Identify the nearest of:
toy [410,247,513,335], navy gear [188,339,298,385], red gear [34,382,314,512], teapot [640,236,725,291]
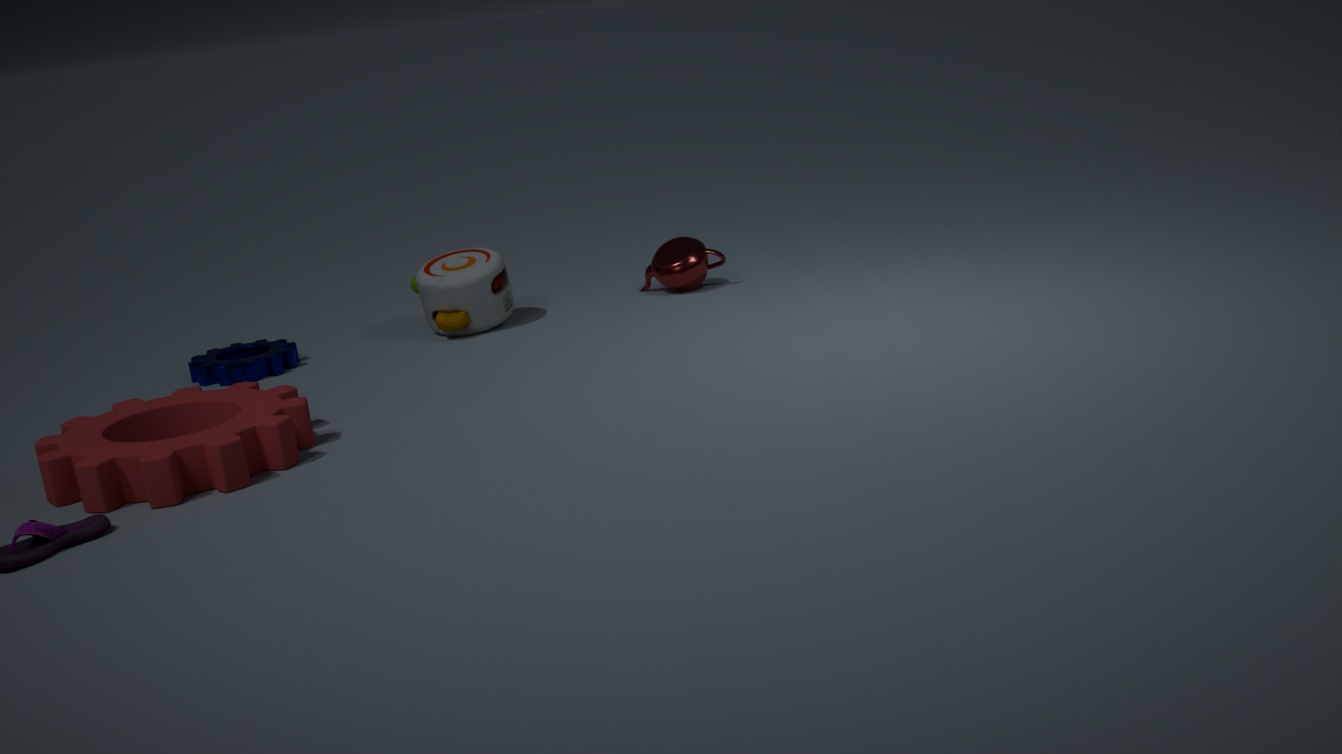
red gear [34,382,314,512]
